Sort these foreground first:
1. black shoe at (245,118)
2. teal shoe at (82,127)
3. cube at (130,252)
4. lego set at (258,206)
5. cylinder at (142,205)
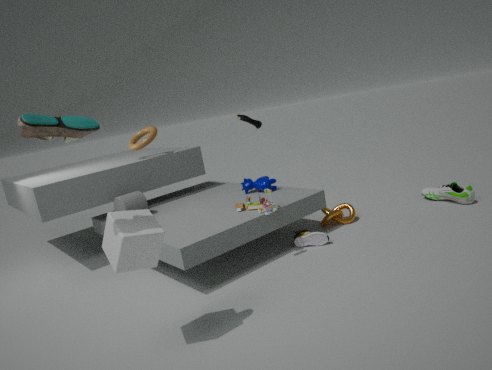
1. teal shoe at (82,127)
2. cube at (130,252)
3. lego set at (258,206)
4. cylinder at (142,205)
5. black shoe at (245,118)
